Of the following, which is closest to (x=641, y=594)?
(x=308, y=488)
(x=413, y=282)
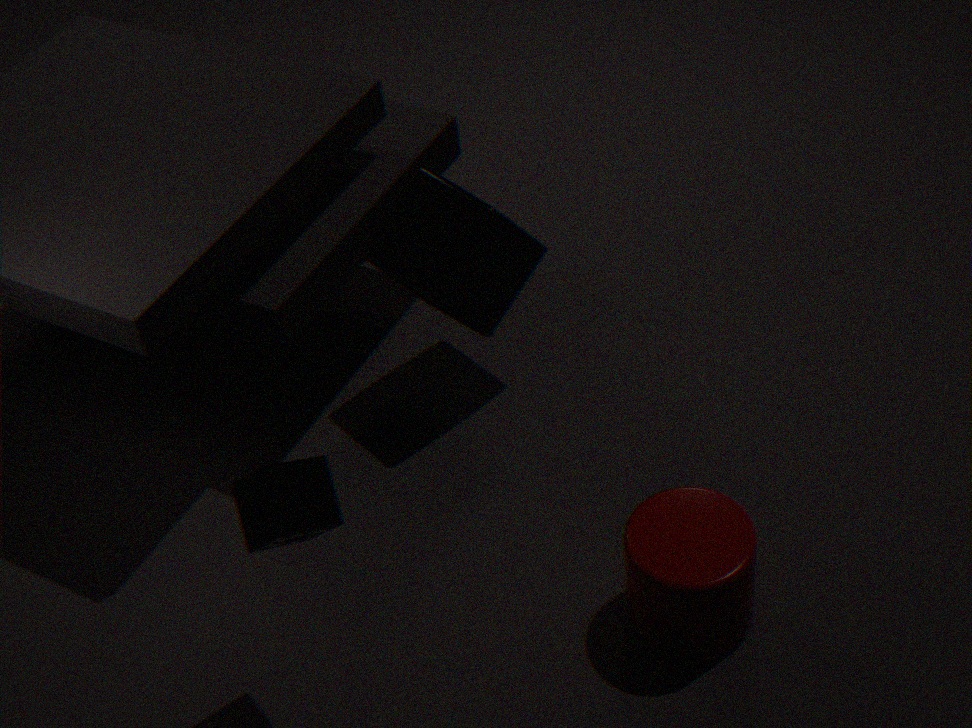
(x=308, y=488)
